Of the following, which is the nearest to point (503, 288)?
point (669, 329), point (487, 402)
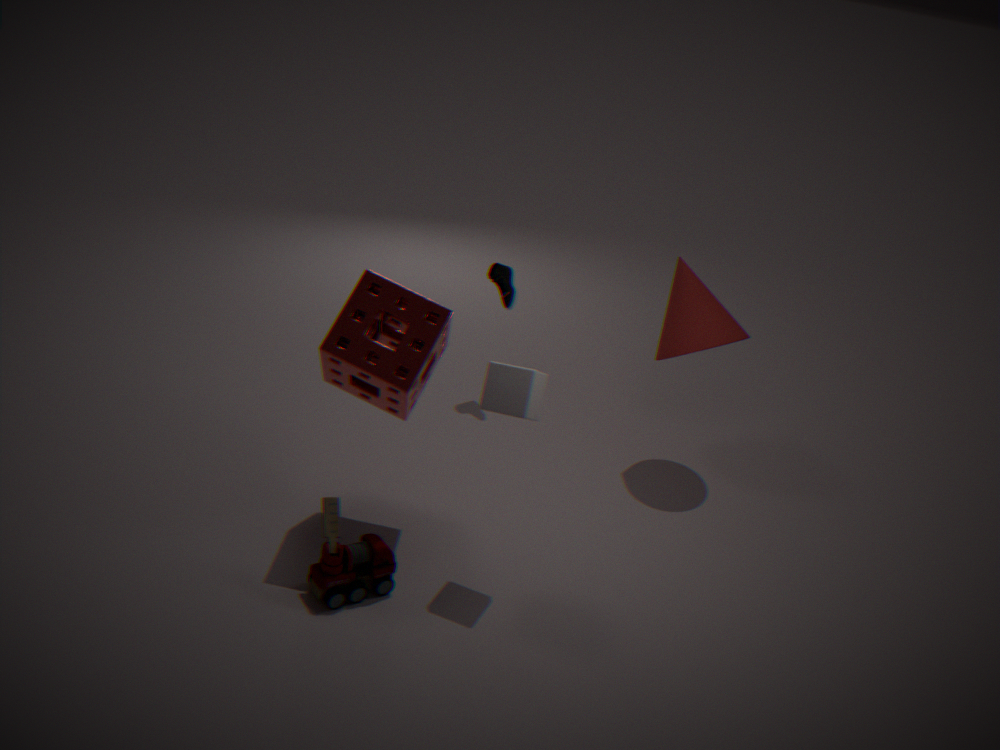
point (669, 329)
